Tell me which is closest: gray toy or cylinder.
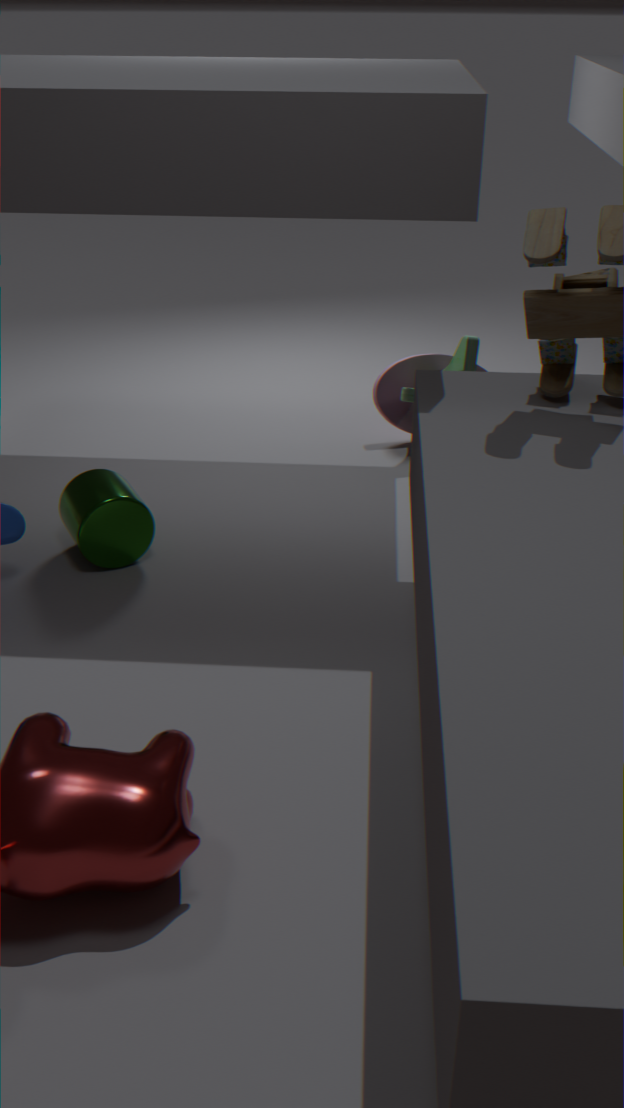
cylinder
